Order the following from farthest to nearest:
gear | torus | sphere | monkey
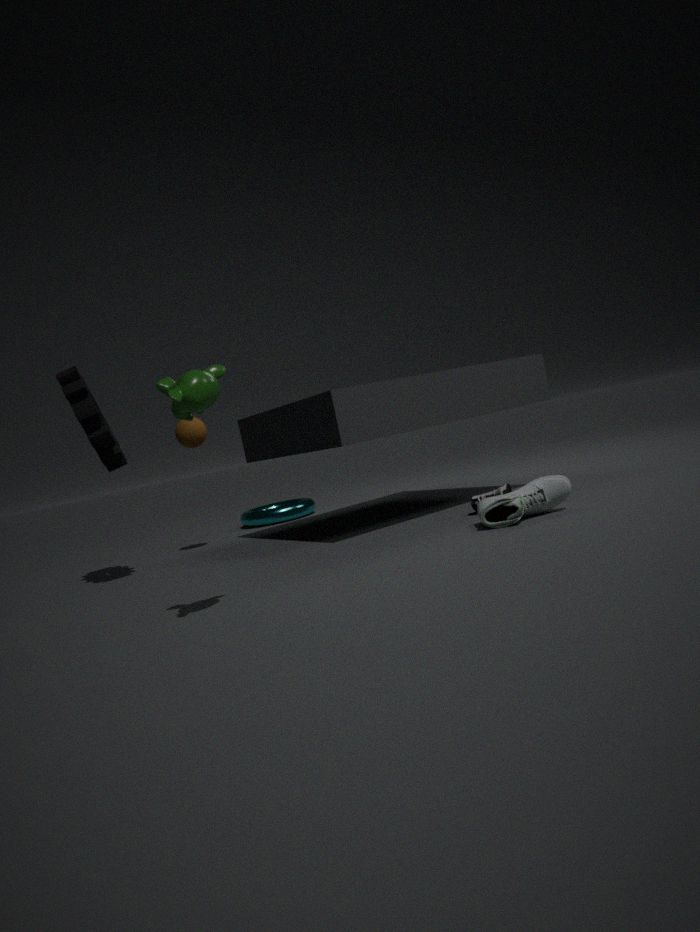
torus → sphere → gear → monkey
